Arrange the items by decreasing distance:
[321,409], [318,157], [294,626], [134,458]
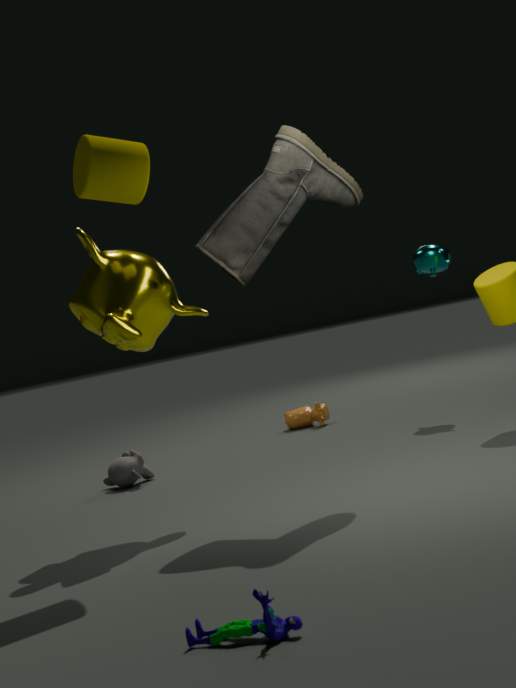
[321,409] → [134,458] → [318,157] → [294,626]
